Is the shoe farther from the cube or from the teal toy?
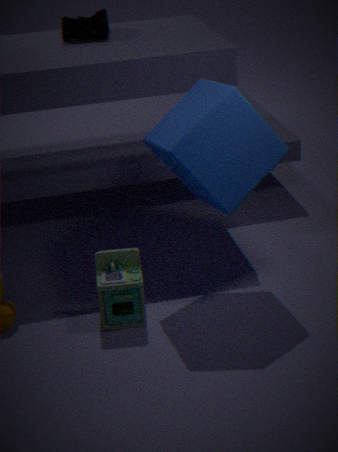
the teal toy
